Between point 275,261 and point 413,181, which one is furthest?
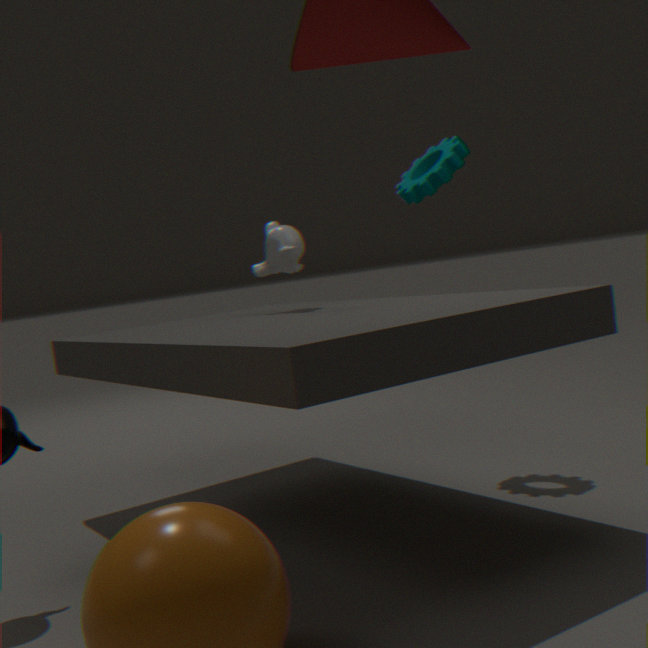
point 413,181
